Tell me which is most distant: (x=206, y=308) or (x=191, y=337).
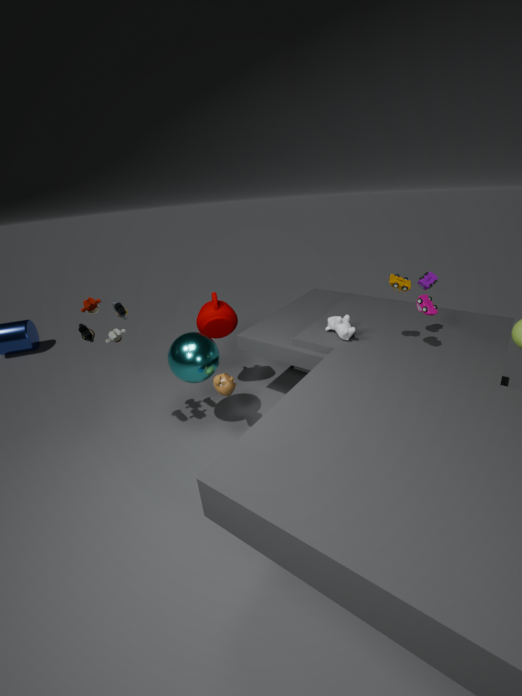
(x=206, y=308)
